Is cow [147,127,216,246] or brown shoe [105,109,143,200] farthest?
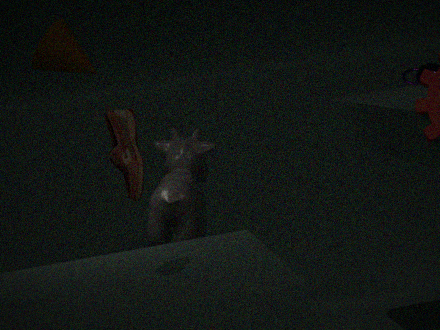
cow [147,127,216,246]
